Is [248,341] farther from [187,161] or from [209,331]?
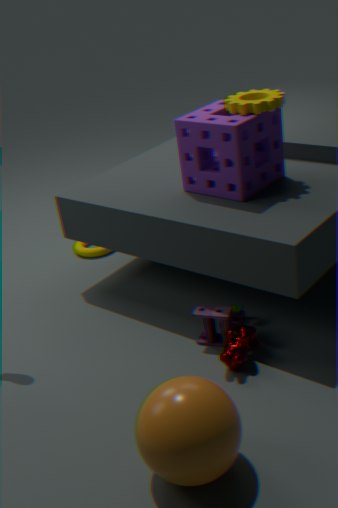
[187,161]
